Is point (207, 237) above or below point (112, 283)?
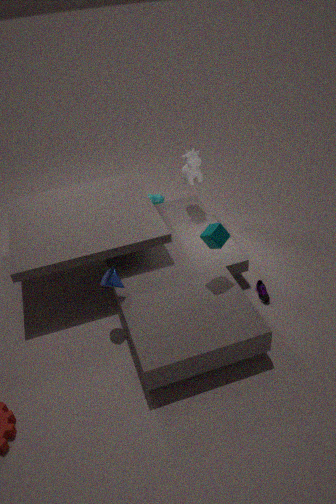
above
